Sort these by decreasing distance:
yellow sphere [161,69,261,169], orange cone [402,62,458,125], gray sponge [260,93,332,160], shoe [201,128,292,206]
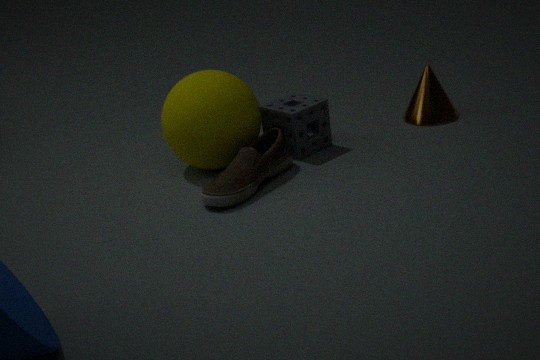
1. orange cone [402,62,458,125]
2. gray sponge [260,93,332,160]
3. yellow sphere [161,69,261,169]
4. shoe [201,128,292,206]
